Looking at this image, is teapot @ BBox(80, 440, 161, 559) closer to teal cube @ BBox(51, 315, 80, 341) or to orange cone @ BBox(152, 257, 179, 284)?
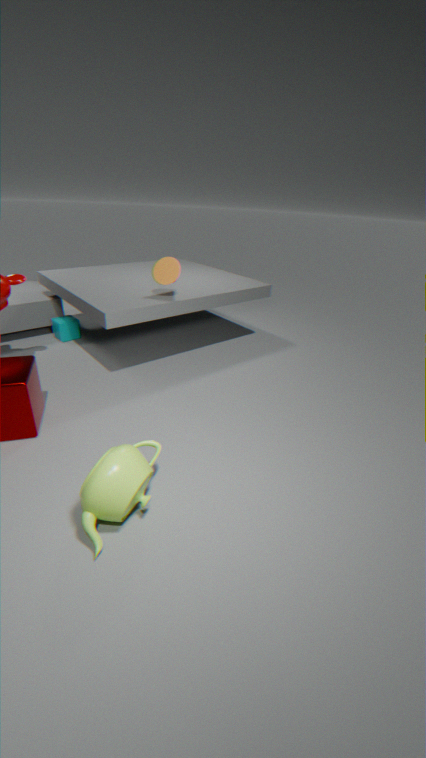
orange cone @ BBox(152, 257, 179, 284)
